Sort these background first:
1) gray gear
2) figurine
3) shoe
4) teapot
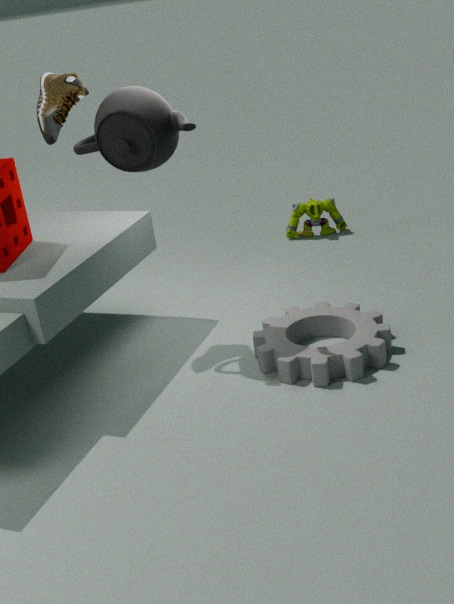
2. figurine → 3. shoe → 1. gray gear → 4. teapot
